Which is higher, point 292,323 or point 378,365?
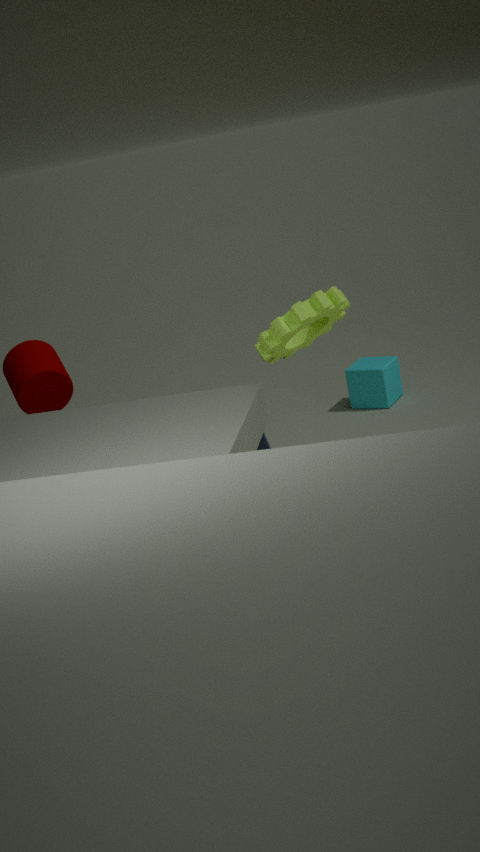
point 292,323
